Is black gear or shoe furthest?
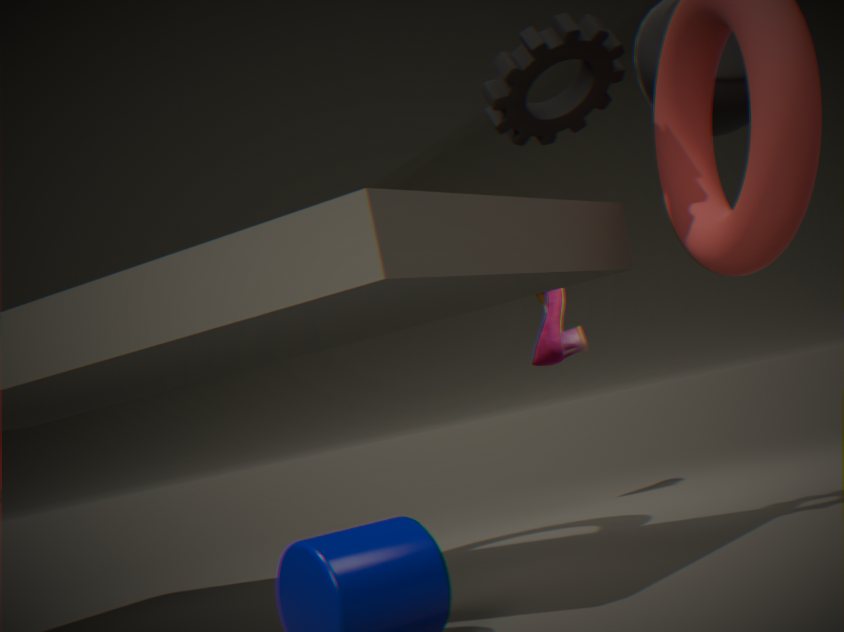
shoe
